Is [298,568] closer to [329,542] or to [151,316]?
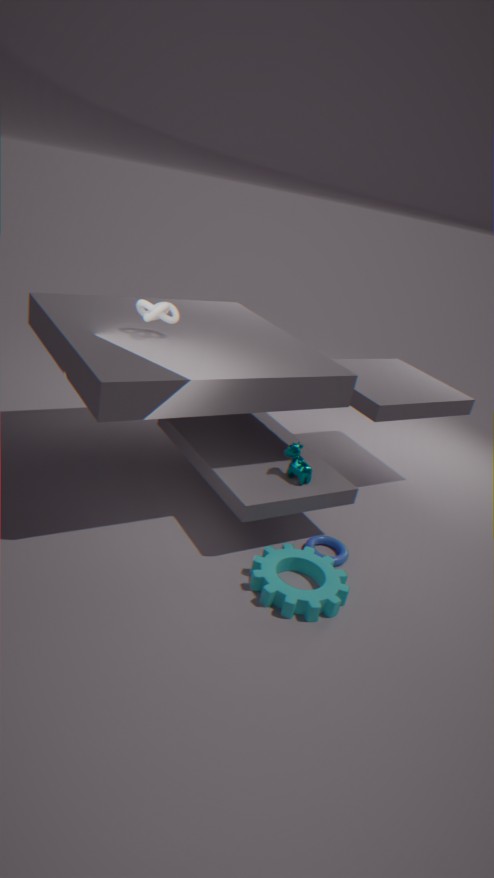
[329,542]
